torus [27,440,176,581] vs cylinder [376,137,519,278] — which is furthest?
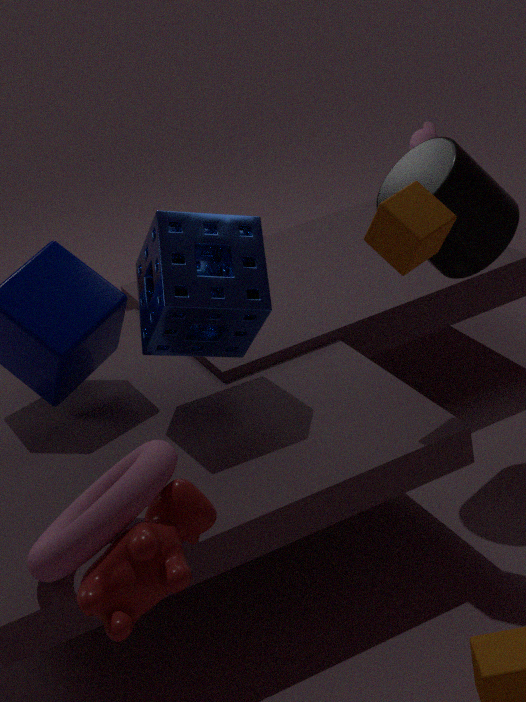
cylinder [376,137,519,278]
